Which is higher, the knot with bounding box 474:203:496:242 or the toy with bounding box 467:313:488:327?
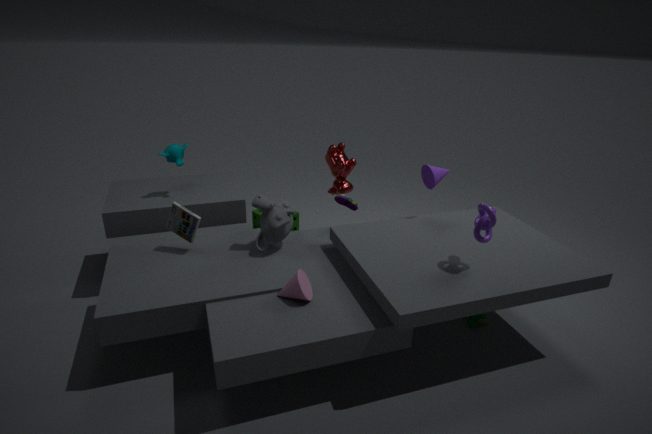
the knot with bounding box 474:203:496:242
